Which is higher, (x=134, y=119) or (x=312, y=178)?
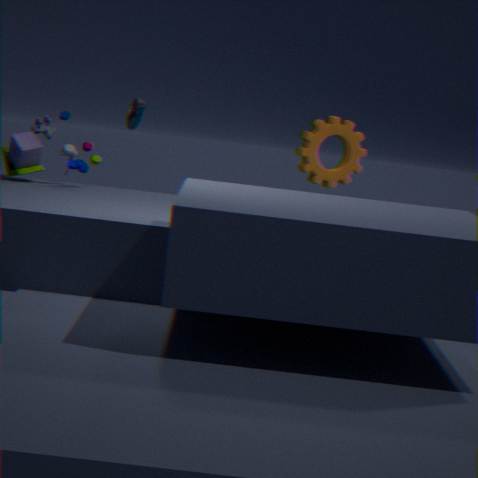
(x=134, y=119)
